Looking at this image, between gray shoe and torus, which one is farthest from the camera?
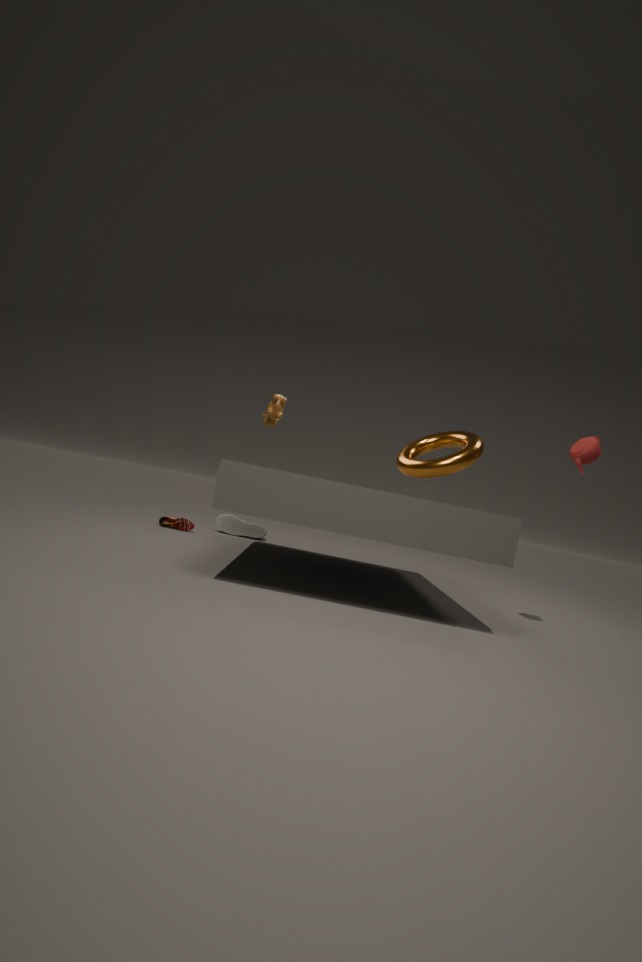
gray shoe
